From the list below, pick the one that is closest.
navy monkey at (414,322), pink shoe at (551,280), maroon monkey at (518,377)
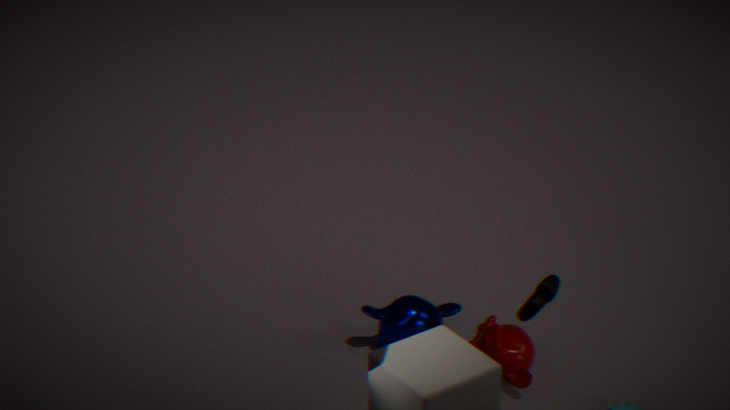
pink shoe at (551,280)
